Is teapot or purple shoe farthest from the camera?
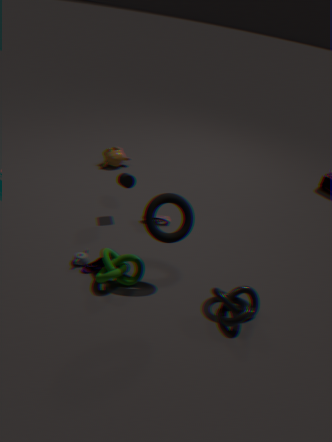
purple shoe
